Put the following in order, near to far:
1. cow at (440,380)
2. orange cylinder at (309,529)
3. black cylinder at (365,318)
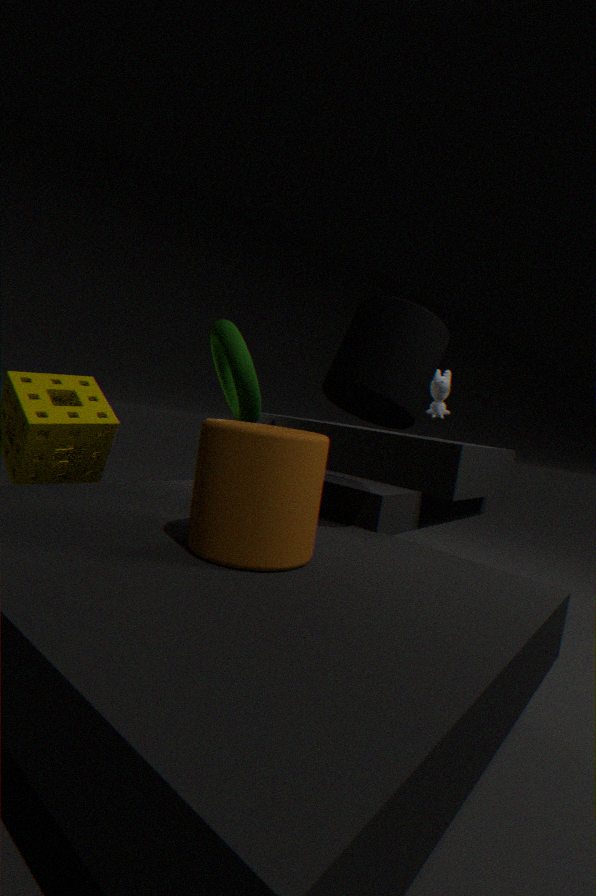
orange cylinder at (309,529) → black cylinder at (365,318) → cow at (440,380)
